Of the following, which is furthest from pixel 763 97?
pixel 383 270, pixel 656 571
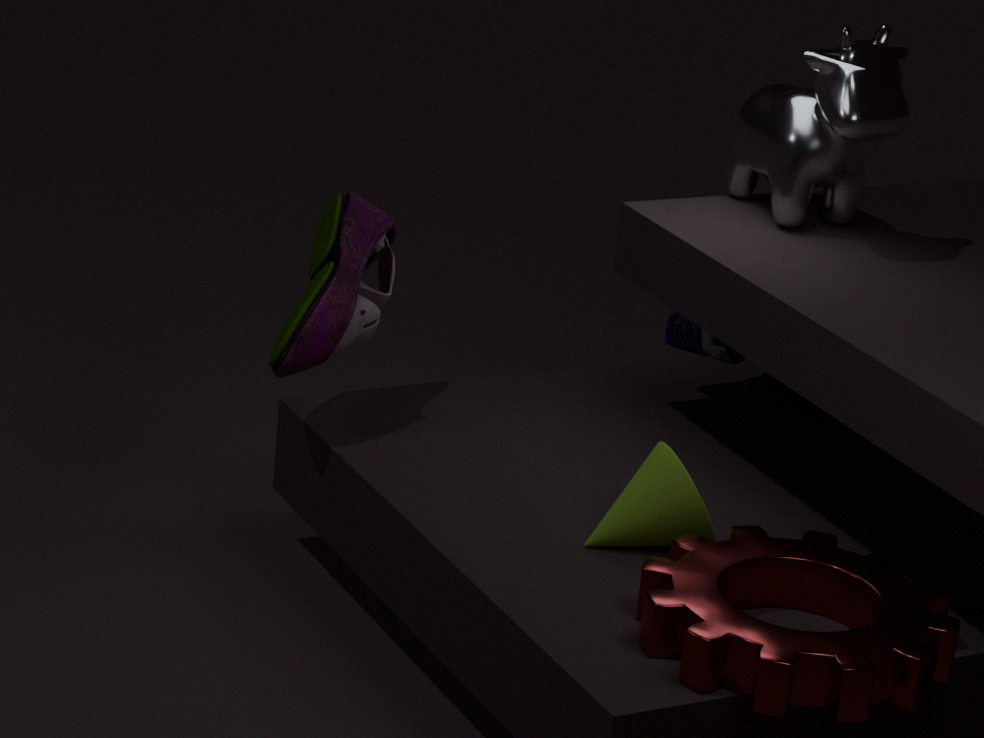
pixel 656 571
